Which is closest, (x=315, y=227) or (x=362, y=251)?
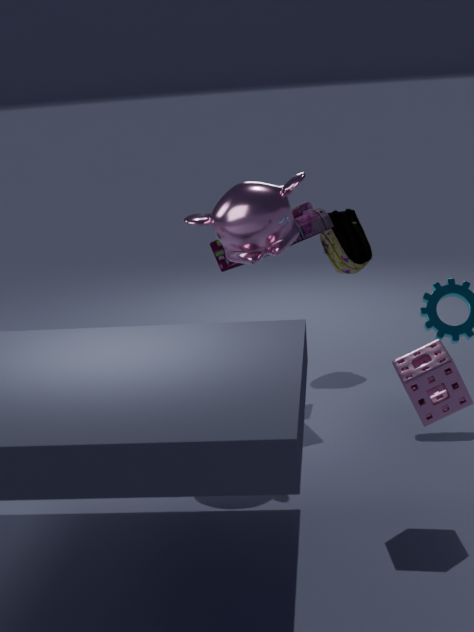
(x=315, y=227)
